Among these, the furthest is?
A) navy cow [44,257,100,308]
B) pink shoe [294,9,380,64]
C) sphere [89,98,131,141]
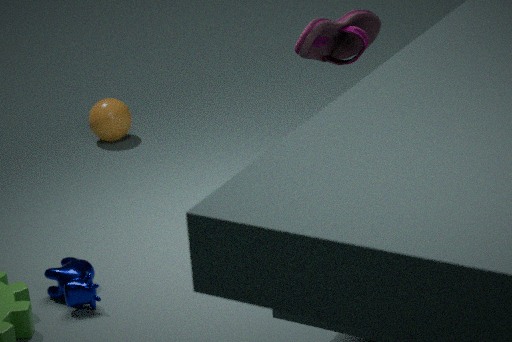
sphere [89,98,131,141]
